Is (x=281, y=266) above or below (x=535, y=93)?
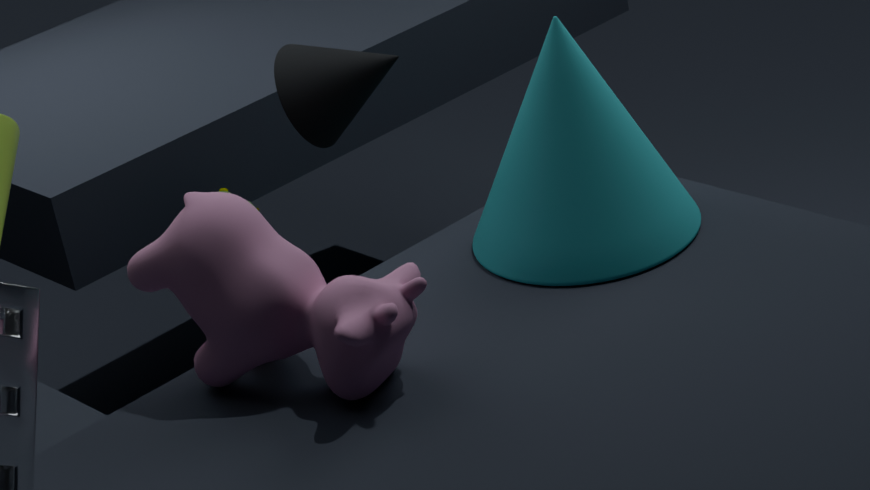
above
